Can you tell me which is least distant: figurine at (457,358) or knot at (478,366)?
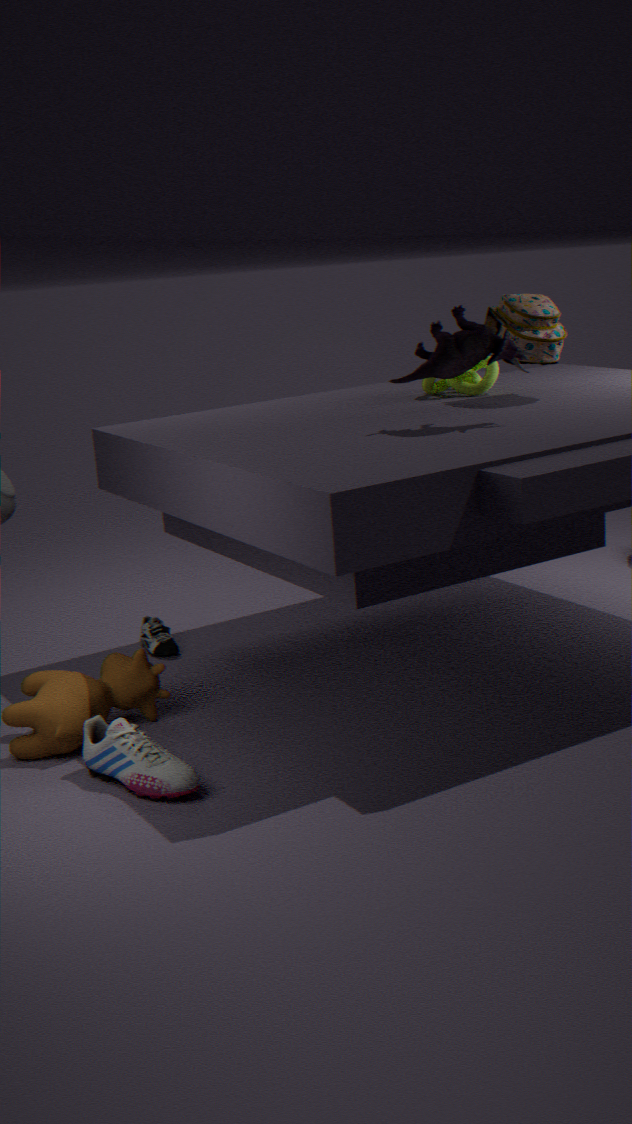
figurine at (457,358)
